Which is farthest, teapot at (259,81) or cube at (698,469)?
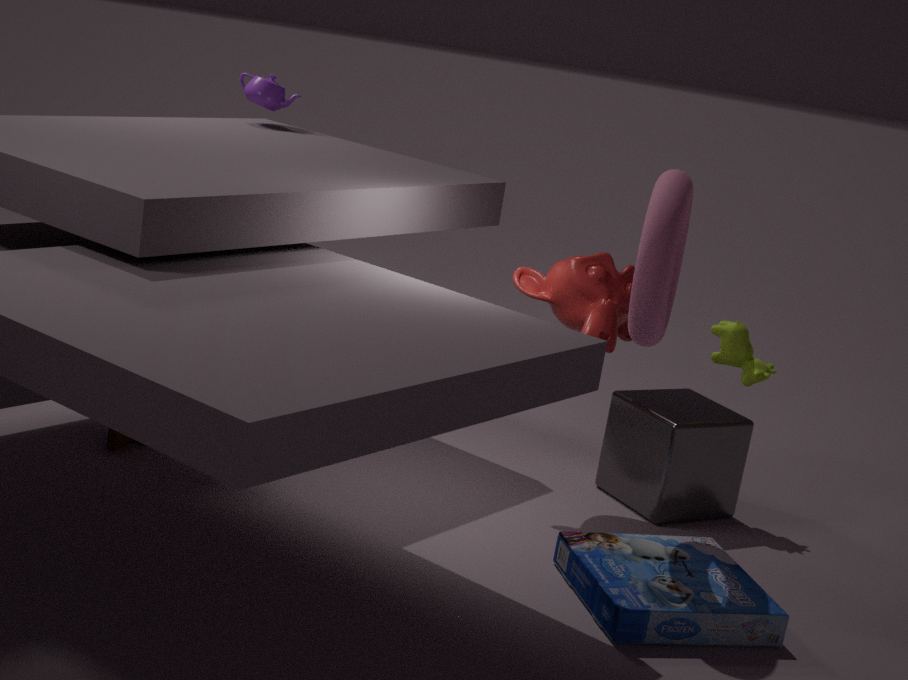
teapot at (259,81)
